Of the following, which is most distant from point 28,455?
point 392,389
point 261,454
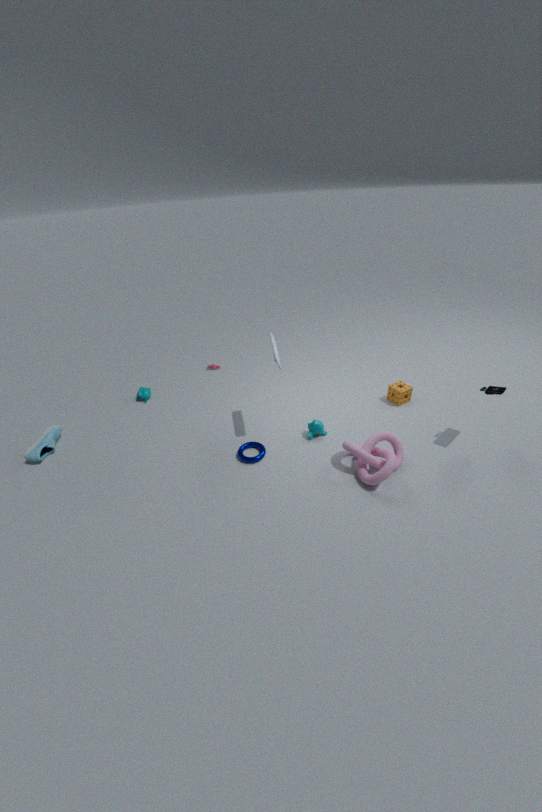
point 392,389
